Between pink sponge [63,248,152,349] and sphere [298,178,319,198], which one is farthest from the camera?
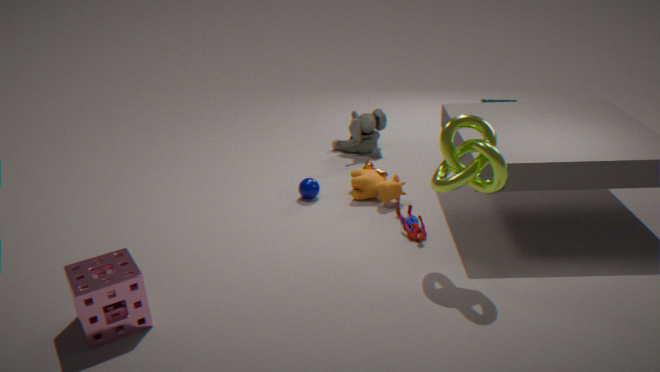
sphere [298,178,319,198]
